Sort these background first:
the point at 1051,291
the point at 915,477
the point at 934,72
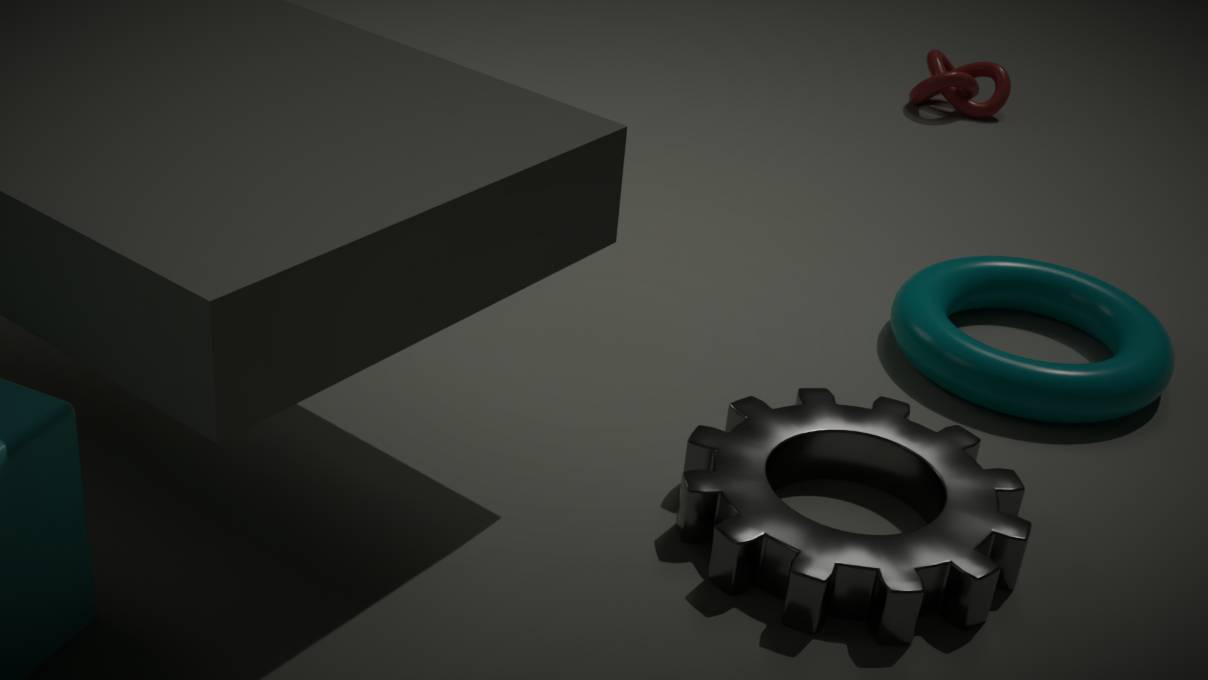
the point at 934,72
the point at 1051,291
the point at 915,477
